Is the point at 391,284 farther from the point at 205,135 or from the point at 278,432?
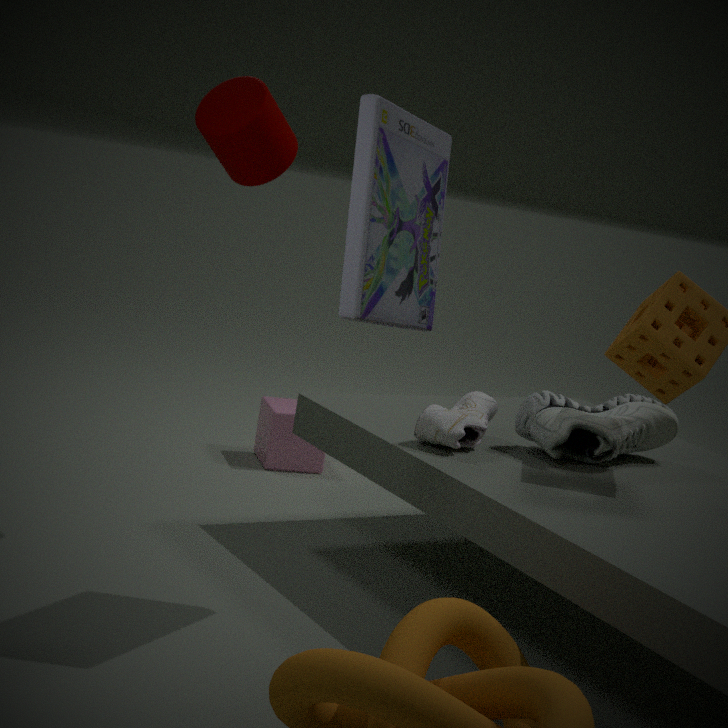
the point at 278,432
